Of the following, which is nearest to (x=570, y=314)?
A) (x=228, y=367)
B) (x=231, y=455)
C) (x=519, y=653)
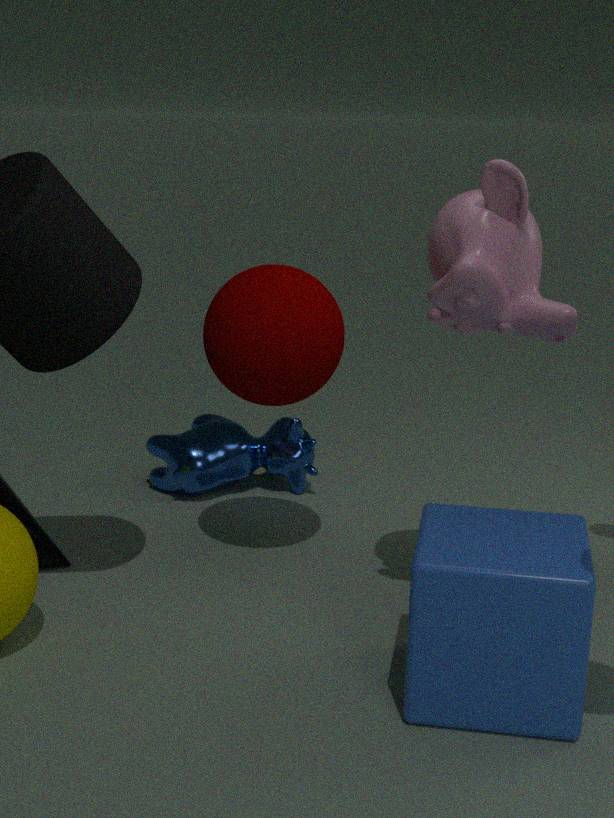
(x=228, y=367)
